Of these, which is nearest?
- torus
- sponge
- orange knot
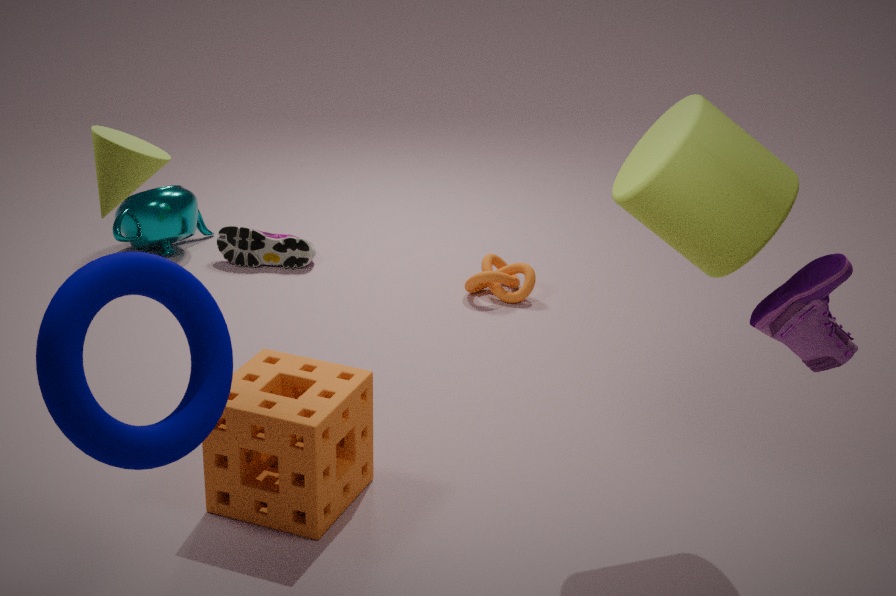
torus
